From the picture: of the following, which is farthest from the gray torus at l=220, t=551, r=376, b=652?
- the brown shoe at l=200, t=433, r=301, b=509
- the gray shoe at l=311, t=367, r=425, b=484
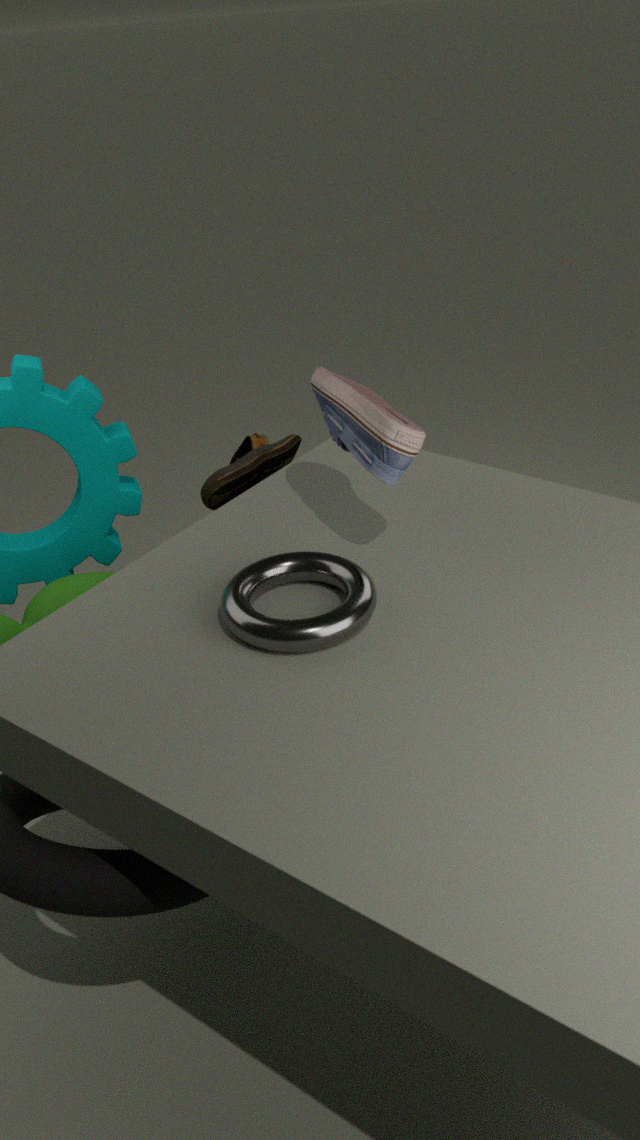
the brown shoe at l=200, t=433, r=301, b=509
